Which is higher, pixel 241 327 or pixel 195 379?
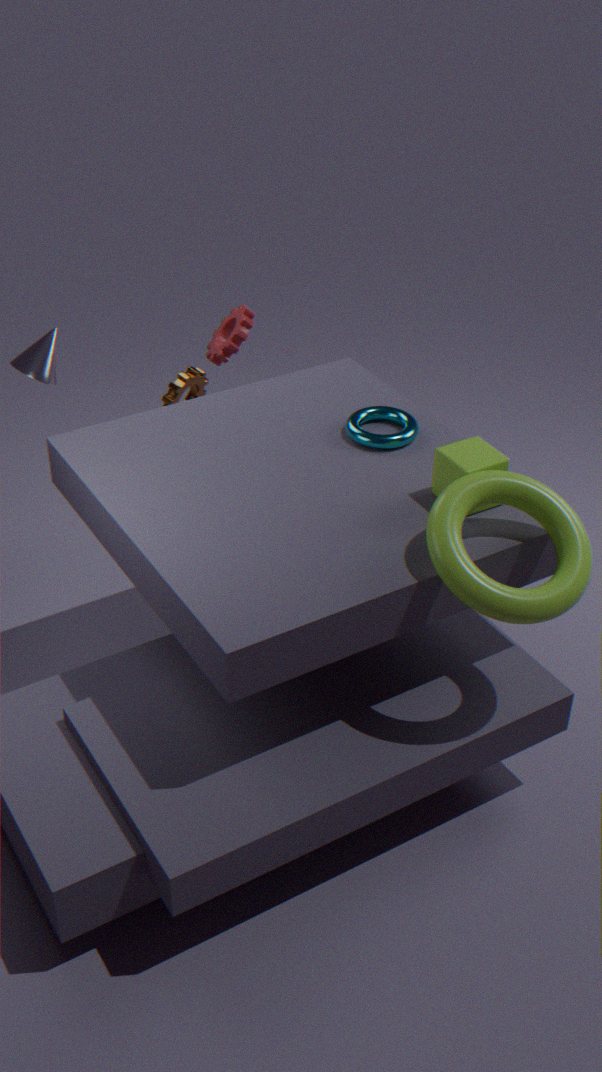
pixel 241 327
